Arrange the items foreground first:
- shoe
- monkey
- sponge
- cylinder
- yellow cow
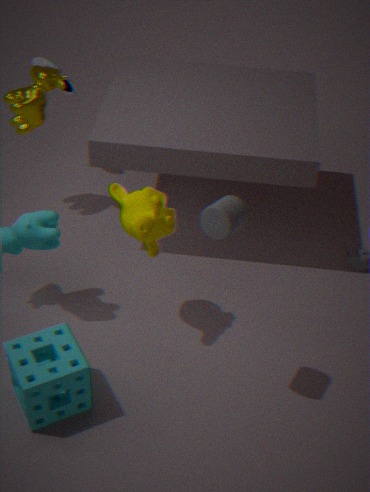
cylinder → sponge → monkey → yellow cow → shoe
